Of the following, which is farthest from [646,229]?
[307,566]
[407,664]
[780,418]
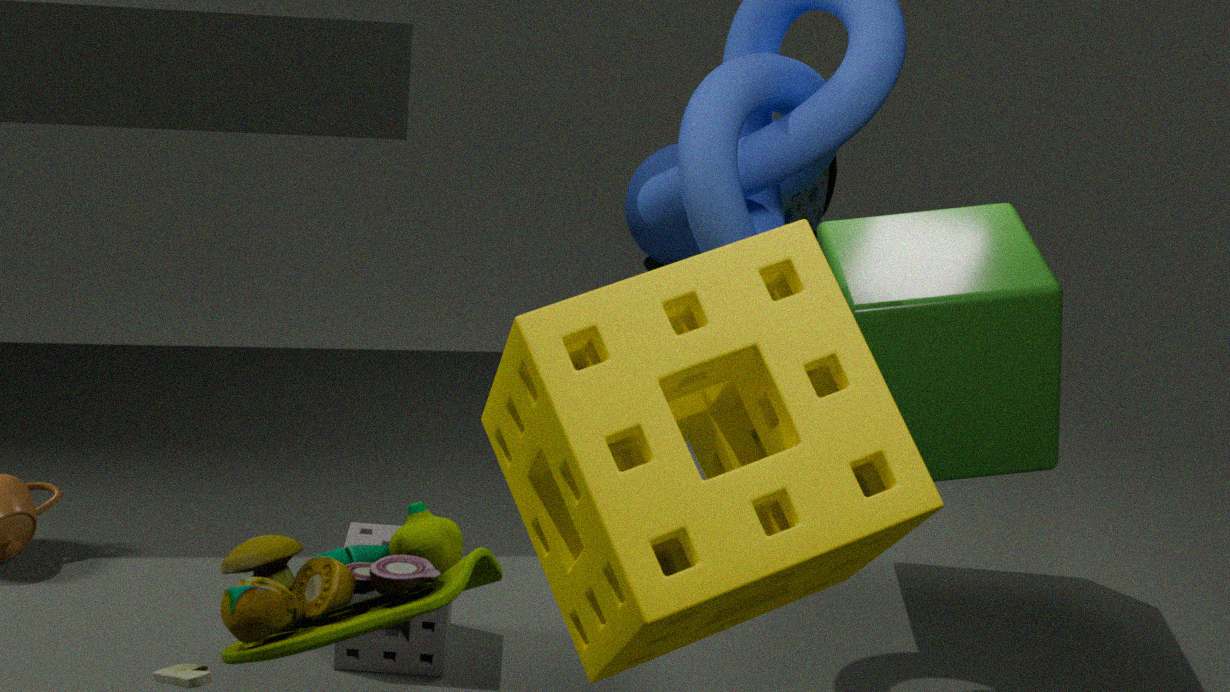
[307,566]
